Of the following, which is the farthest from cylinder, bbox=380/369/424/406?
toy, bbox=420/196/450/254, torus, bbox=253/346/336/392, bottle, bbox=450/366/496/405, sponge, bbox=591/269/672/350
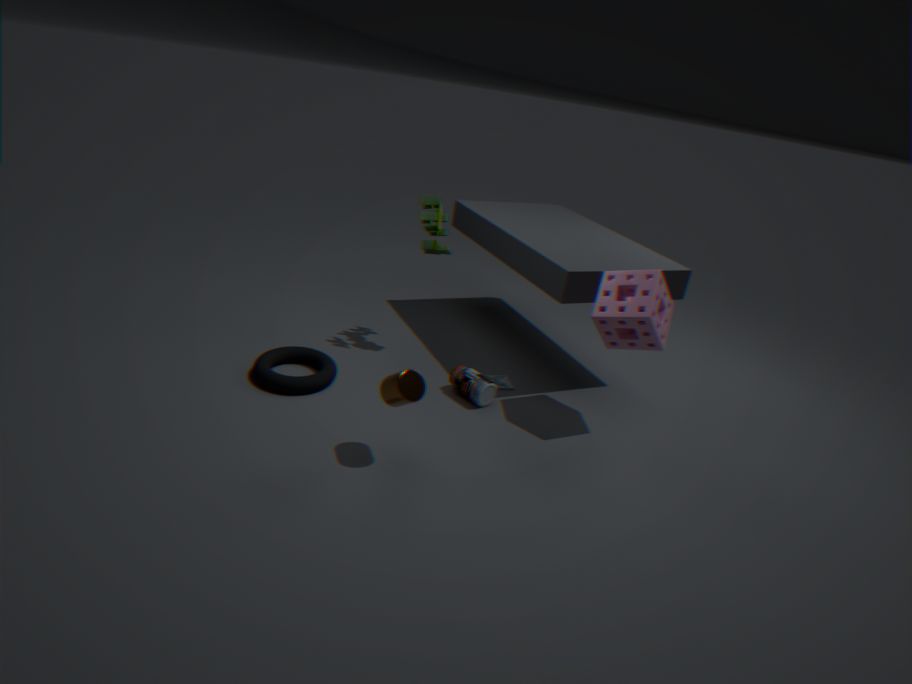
toy, bbox=420/196/450/254
